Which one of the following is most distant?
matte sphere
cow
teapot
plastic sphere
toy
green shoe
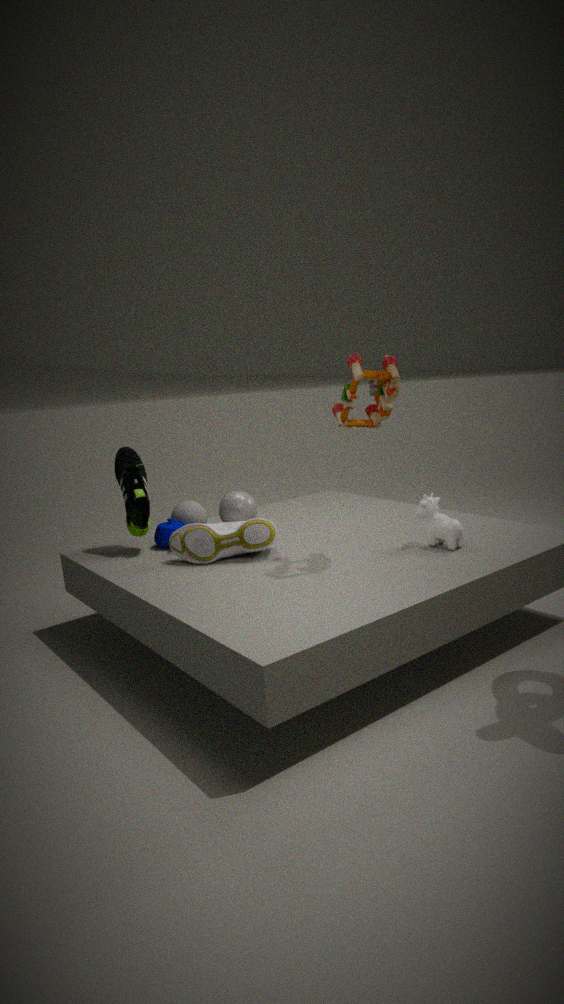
matte sphere
